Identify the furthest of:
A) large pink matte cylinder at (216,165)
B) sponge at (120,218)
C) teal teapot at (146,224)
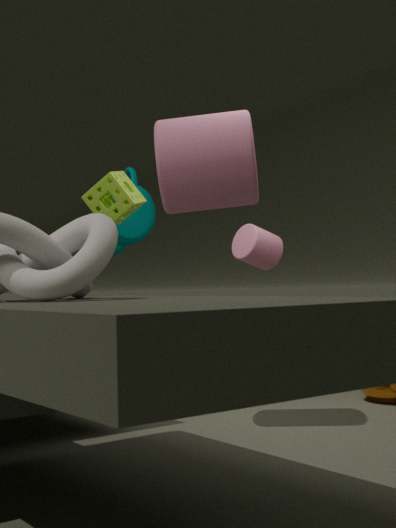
teal teapot at (146,224)
